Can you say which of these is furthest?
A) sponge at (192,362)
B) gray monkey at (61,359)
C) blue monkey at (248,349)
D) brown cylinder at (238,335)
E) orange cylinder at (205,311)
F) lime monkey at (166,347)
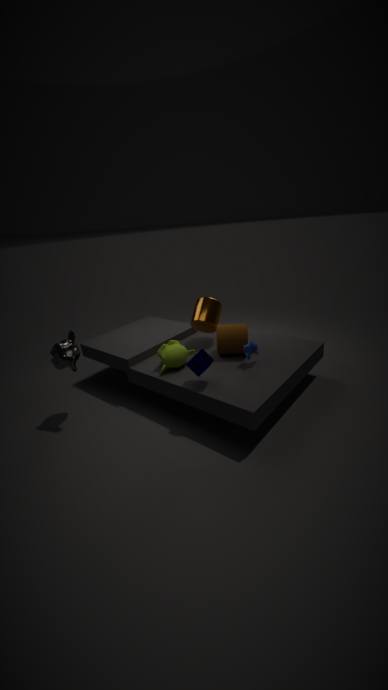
orange cylinder at (205,311)
